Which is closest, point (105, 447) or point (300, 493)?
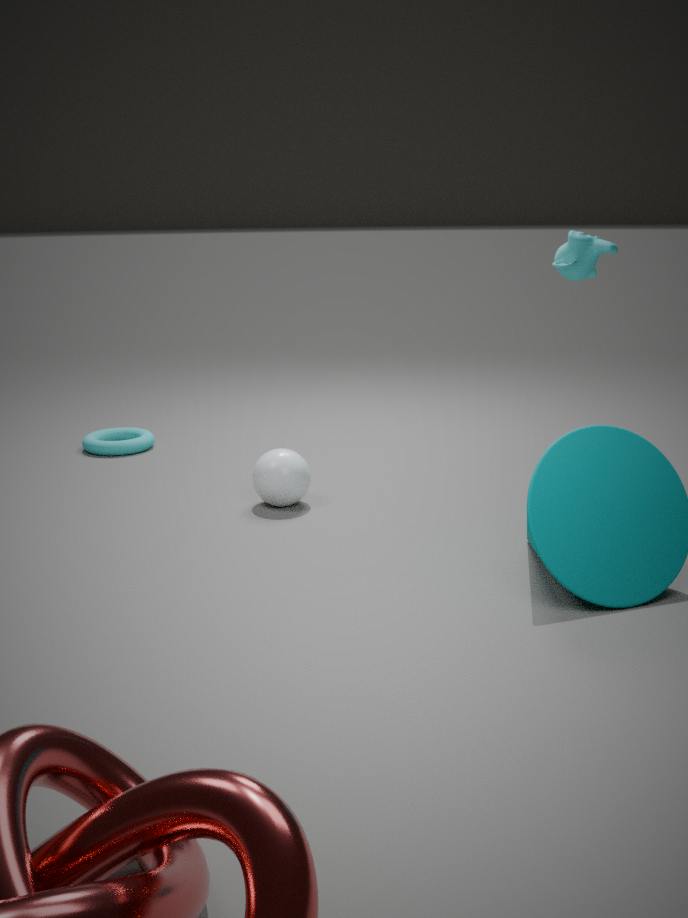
point (300, 493)
